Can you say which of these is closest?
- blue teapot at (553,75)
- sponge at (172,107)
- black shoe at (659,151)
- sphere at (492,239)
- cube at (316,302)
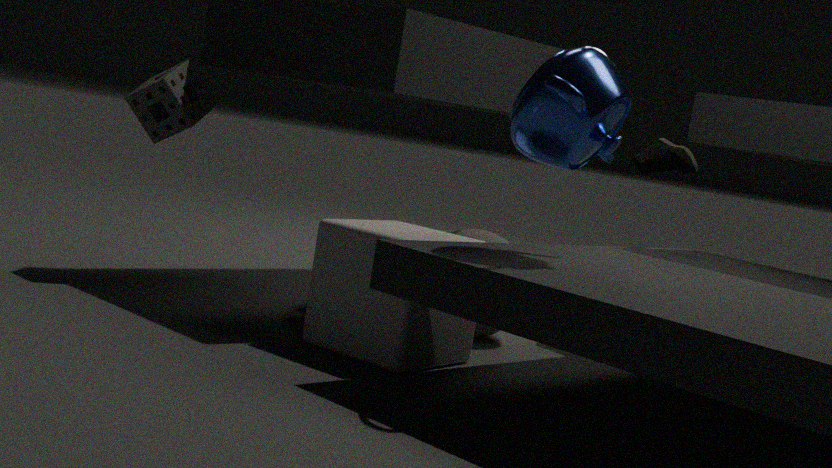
blue teapot at (553,75)
